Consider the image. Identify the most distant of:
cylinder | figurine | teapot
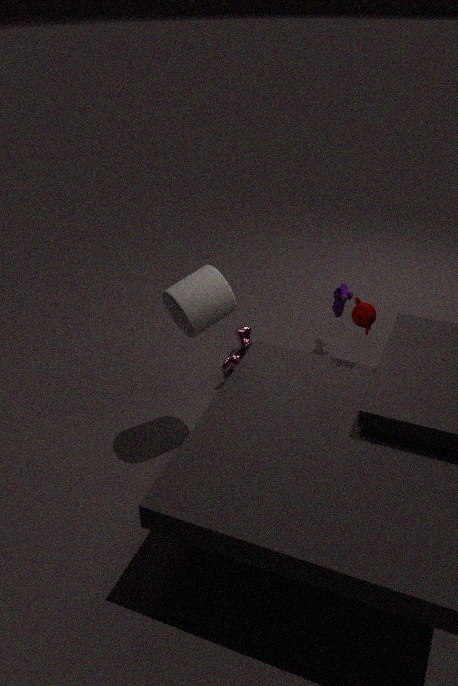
figurine
